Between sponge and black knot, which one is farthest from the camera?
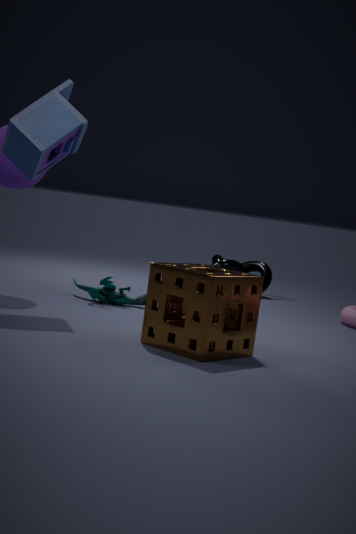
black knot
